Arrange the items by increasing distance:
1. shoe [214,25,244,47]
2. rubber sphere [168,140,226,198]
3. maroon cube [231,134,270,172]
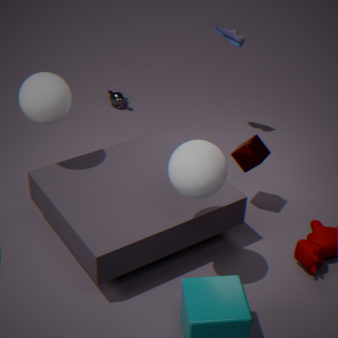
rubber sphere [168,140,226,198], maroon cube [231,134,270,172], shoe [214,25,244,47]
